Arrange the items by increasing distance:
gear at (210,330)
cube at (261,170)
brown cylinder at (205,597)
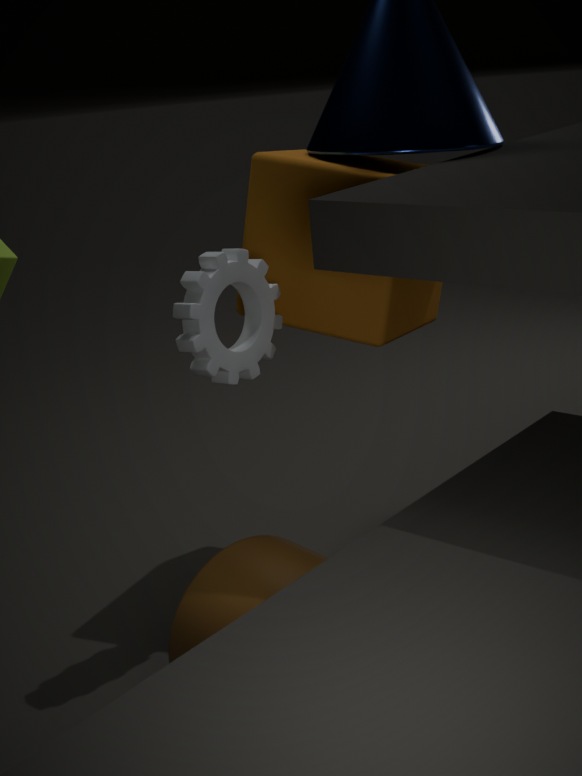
brown cylinder at (205,597) → gear at (210,330) → cube at (261,170)
